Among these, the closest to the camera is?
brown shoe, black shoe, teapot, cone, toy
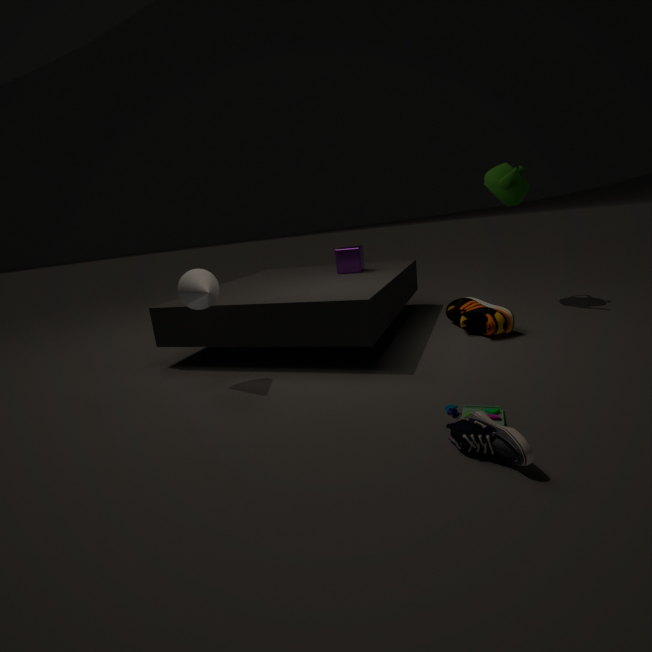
black shoe
